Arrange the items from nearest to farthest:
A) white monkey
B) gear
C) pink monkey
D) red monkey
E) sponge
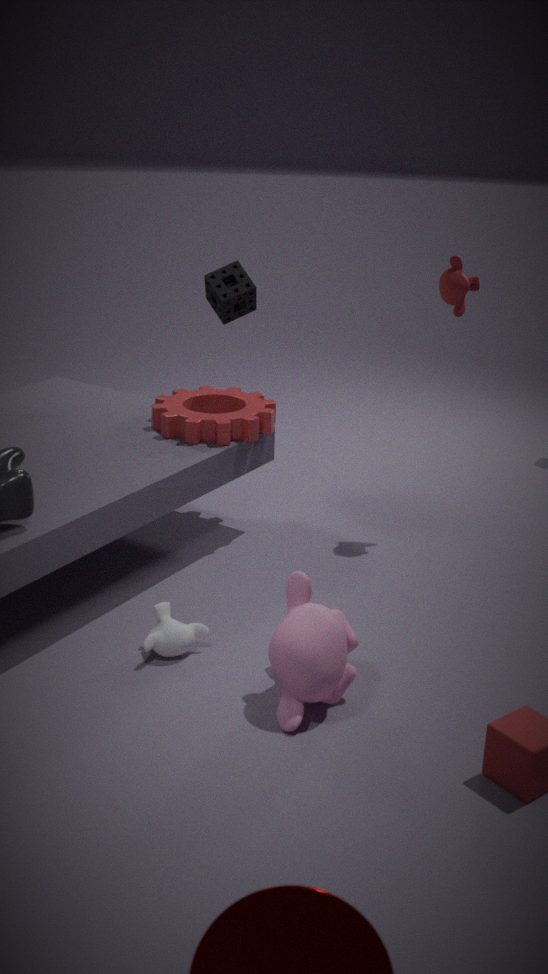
pink monkey < white monkey < red monkey < gear < sponge
